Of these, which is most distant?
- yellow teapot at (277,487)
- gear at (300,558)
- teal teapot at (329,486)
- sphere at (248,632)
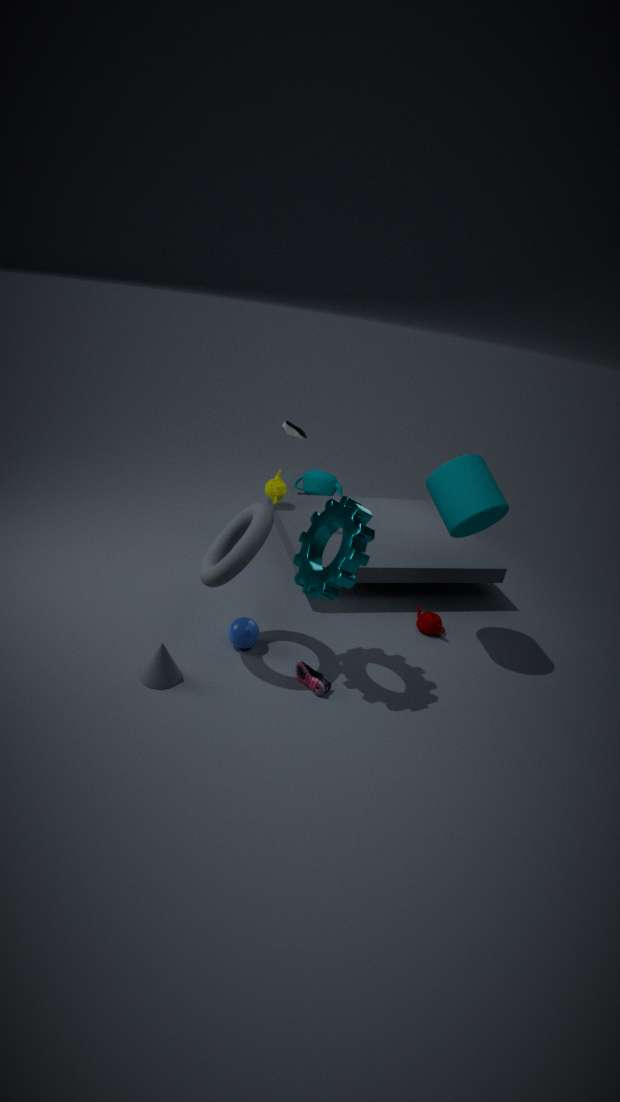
teal teapot at (329,486)
